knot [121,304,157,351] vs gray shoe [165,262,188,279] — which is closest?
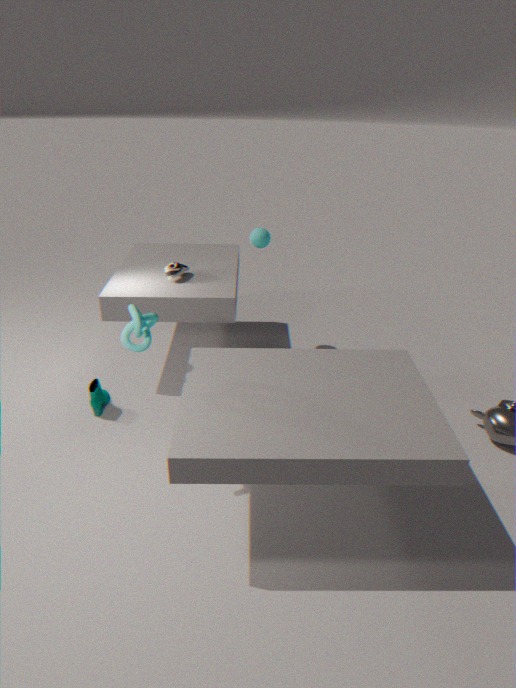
knot [121,304,157,351]
